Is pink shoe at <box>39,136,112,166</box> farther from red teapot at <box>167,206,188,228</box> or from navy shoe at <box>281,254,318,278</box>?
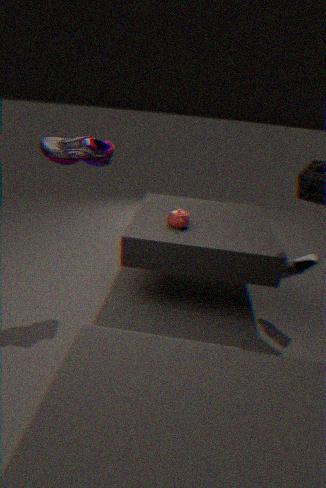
navy shoe at <box>281,254,318,278</box>
